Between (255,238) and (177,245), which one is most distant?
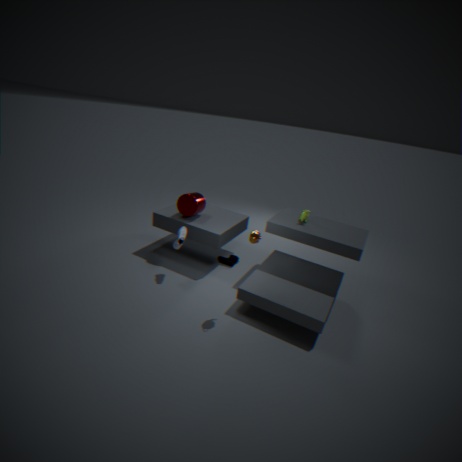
(177,245)
